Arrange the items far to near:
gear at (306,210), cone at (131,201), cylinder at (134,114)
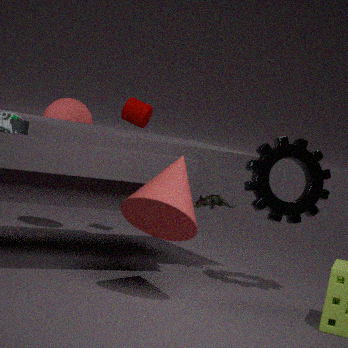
cylinder at (134,114) → gear at (306,210) → cone at (131,201)
